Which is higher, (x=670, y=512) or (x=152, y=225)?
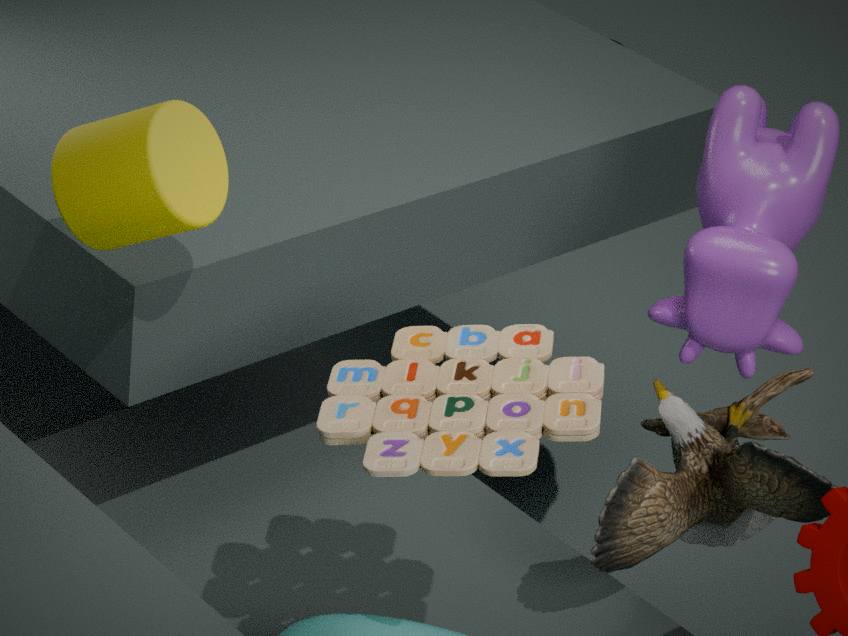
(x=152, y=225)
